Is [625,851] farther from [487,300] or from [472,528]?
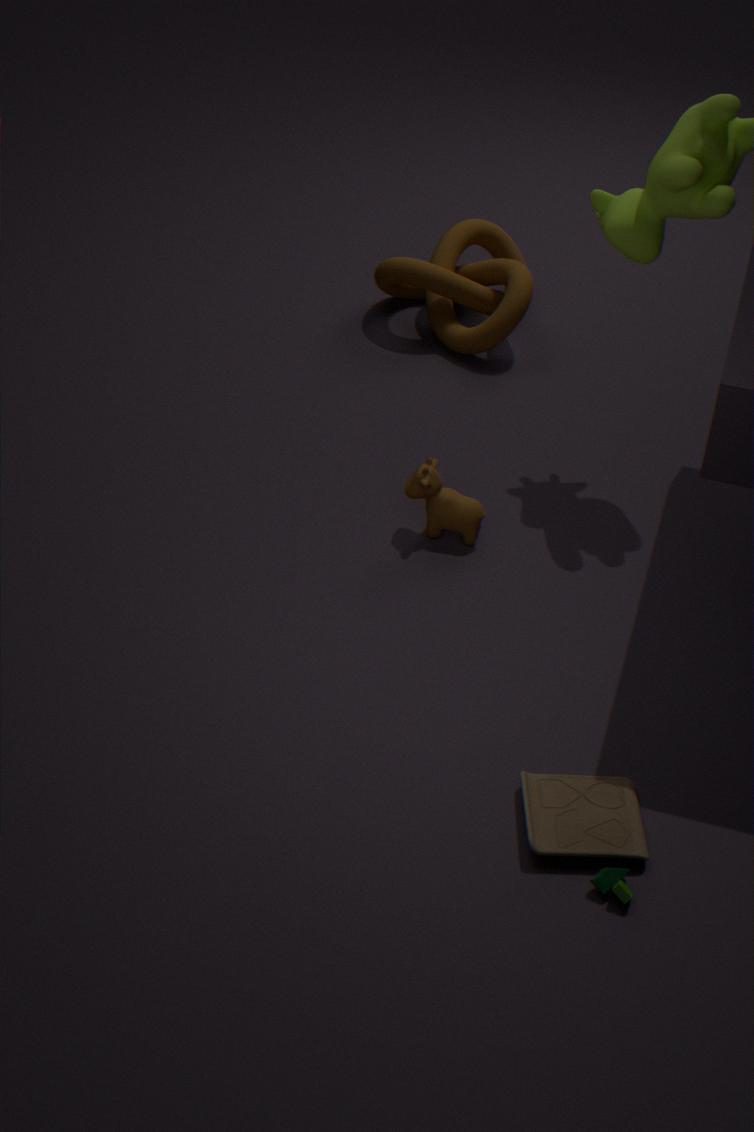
[487,300]
